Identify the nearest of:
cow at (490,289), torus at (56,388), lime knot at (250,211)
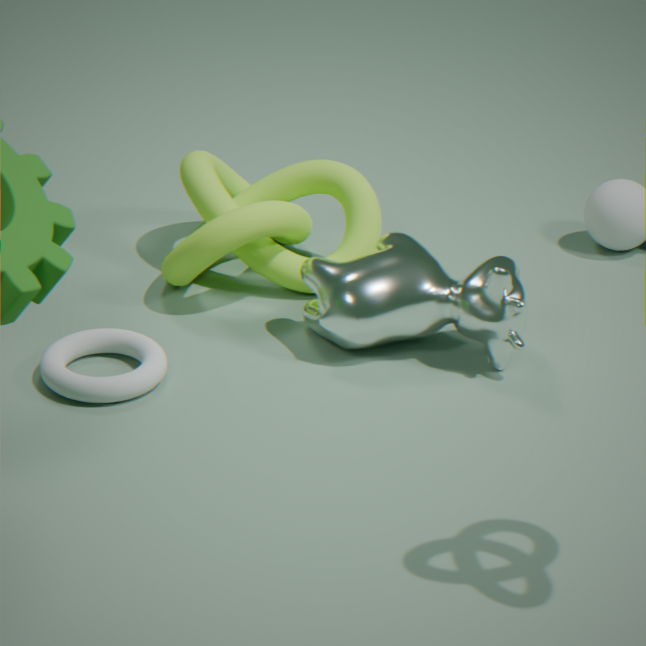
torus at (56,388)
